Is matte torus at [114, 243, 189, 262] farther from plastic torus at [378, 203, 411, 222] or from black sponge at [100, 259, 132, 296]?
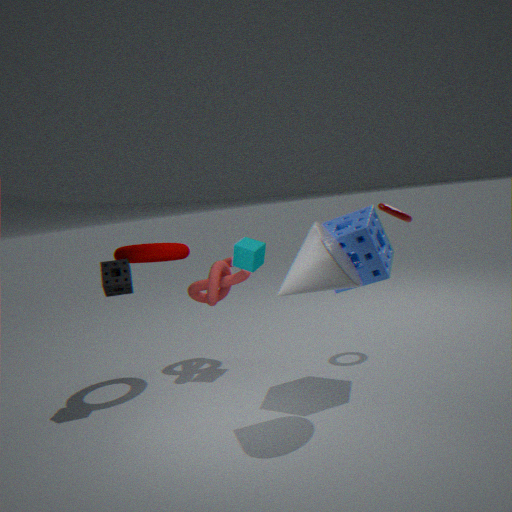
plastic torus at [378, 203, 411, 222]
